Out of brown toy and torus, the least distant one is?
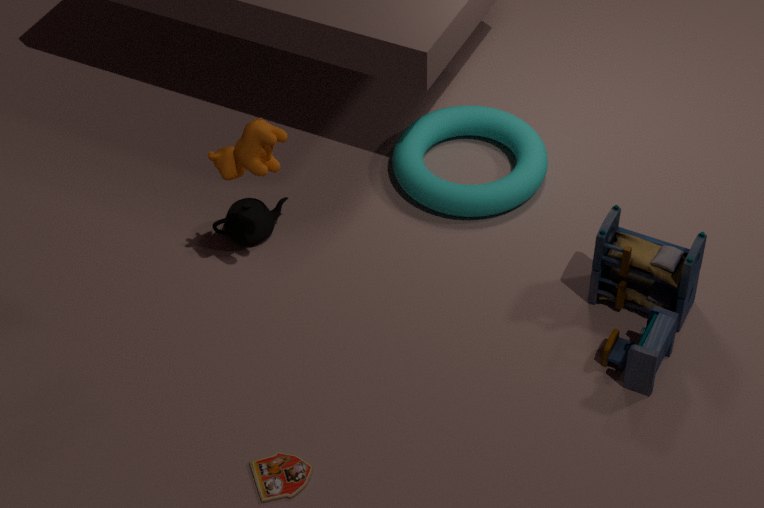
brown toy
